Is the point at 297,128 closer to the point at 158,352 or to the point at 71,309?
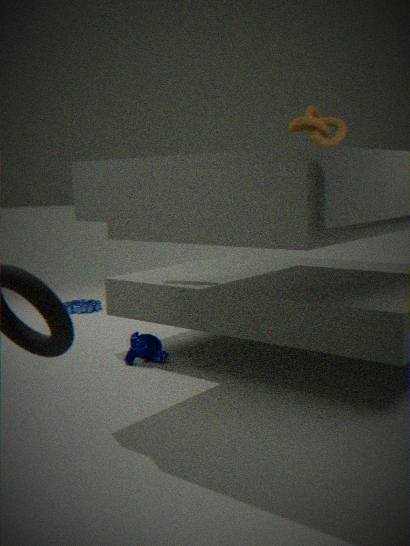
the point at 158,352
